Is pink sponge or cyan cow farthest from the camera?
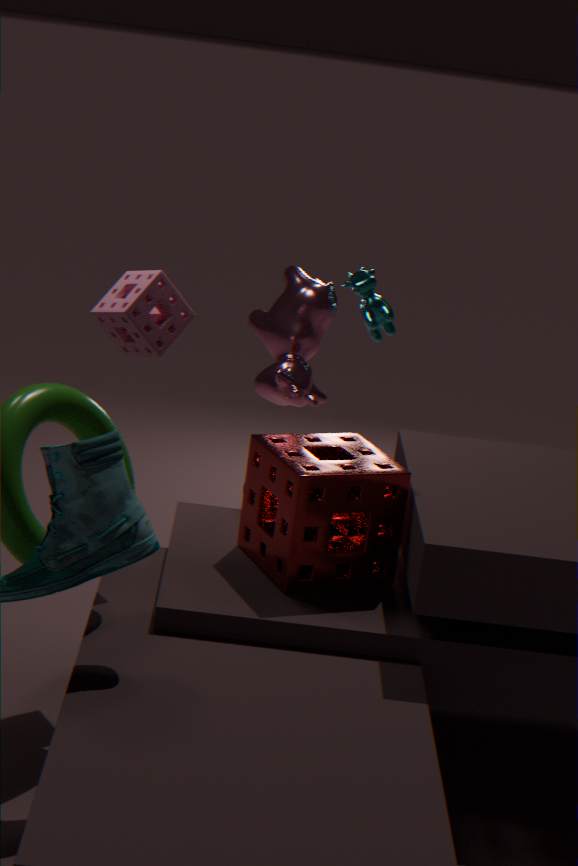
cyan cow
